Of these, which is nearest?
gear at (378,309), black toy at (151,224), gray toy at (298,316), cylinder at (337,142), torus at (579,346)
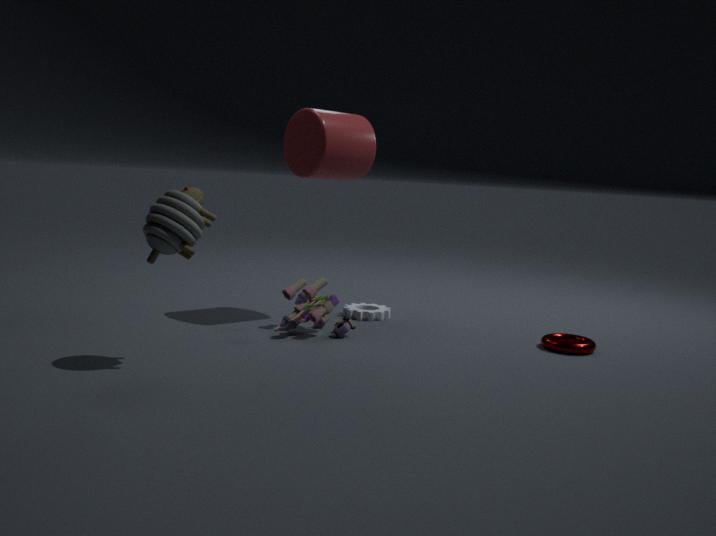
black toy at (151,224)
